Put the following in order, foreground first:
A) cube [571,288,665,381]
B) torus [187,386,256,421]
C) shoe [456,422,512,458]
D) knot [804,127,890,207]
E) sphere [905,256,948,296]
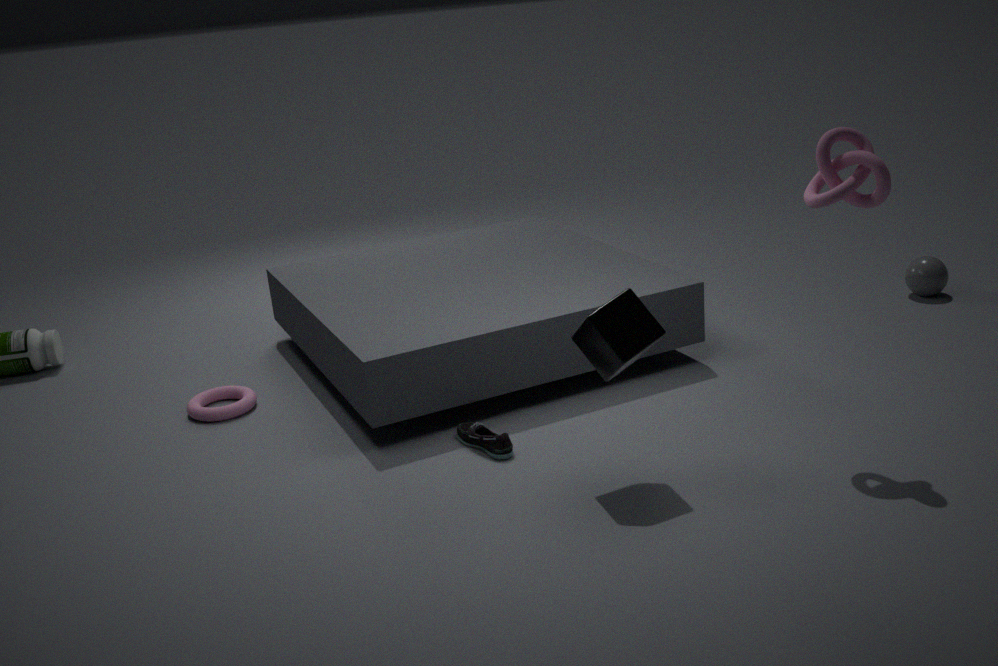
knot [804,127,890,207] → cube [571,288,665,381] → shoe [456,422,512,458] → torus [187,386,256,421] → sphere [905,256,948,296]
